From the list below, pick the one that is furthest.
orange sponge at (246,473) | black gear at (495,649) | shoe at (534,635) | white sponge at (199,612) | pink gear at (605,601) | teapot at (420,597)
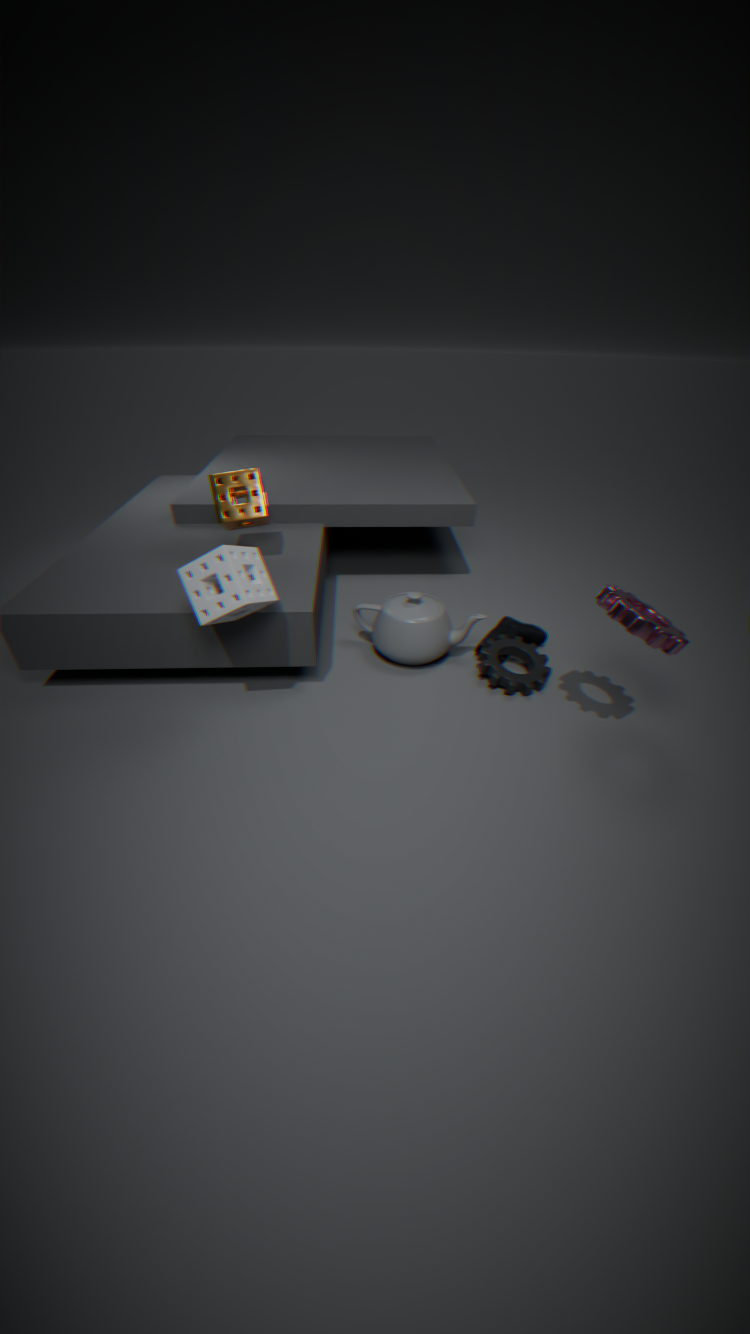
shoe at (534,635)
